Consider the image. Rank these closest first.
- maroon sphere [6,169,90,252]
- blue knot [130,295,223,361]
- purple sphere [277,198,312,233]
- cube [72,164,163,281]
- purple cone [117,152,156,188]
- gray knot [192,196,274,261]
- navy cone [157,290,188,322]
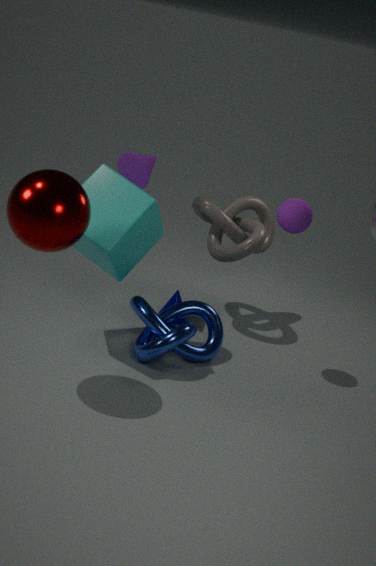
maroon sphere [6,169,90,252]
cube [72,164,163,281]
blue knot [130,295,223,361]
purple sphere [277,198,312,233]
purple cone [117,152,156,188]
gray knot [192,196,274,261]
navy cone [157,290,188,322]
